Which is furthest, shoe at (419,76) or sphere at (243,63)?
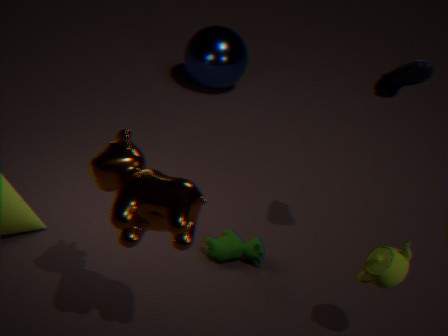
sphere at (243,63)
